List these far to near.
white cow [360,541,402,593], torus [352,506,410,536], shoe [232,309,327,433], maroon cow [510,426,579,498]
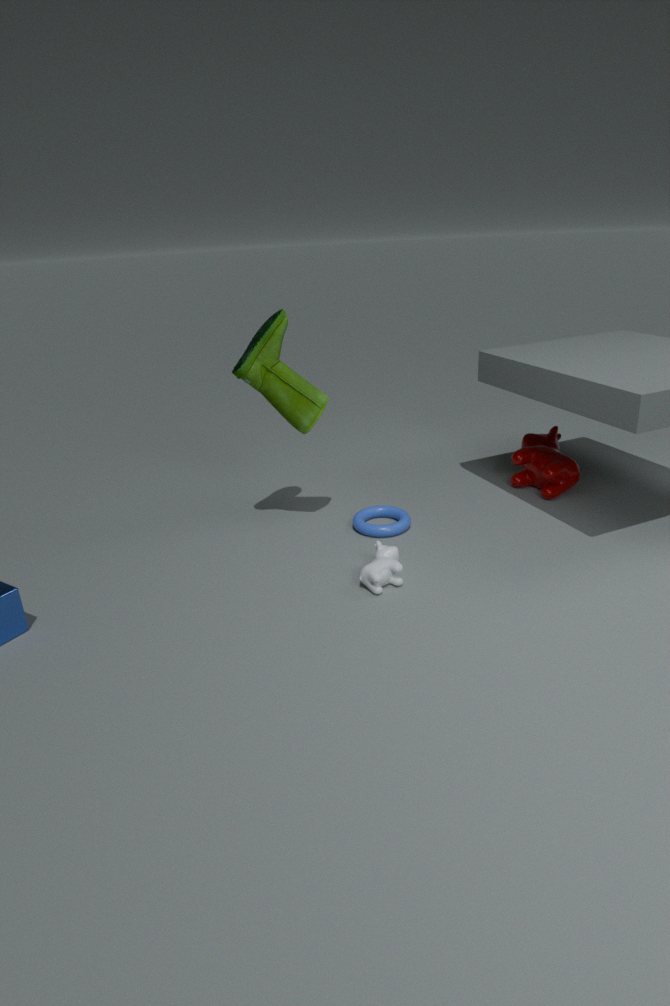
maroon cow [510,426,579,498] < torus [352,506,410,536] < shoe [232,309,327,433] < white cow [360,541,402,593]
